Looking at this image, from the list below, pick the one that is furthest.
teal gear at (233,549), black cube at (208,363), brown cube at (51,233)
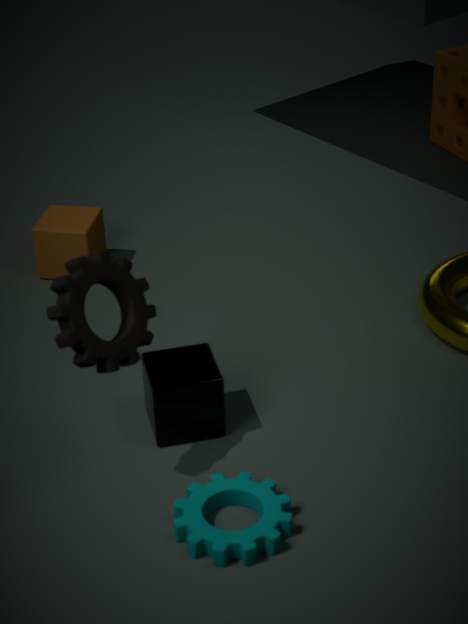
brown cube at (51,233)
